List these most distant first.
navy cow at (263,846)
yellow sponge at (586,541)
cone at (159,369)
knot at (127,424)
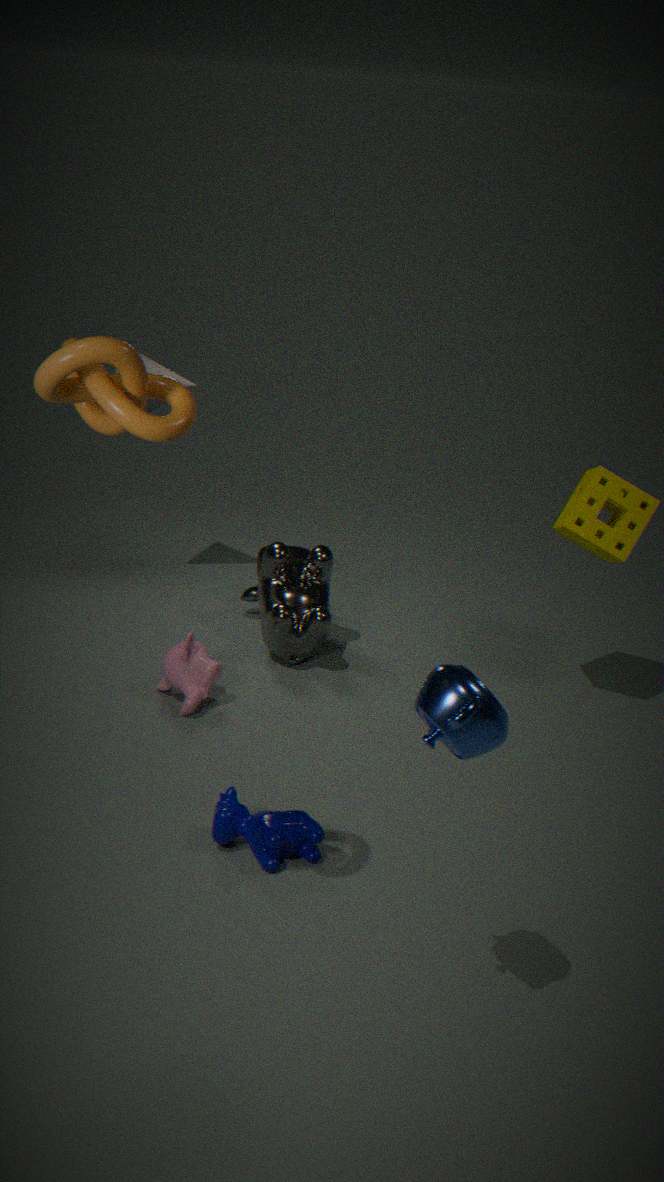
1. cone at (159,369)
2. yellow sponge at (586,541)
3. navy cow at (263,846)
4. knot at (127,424)
